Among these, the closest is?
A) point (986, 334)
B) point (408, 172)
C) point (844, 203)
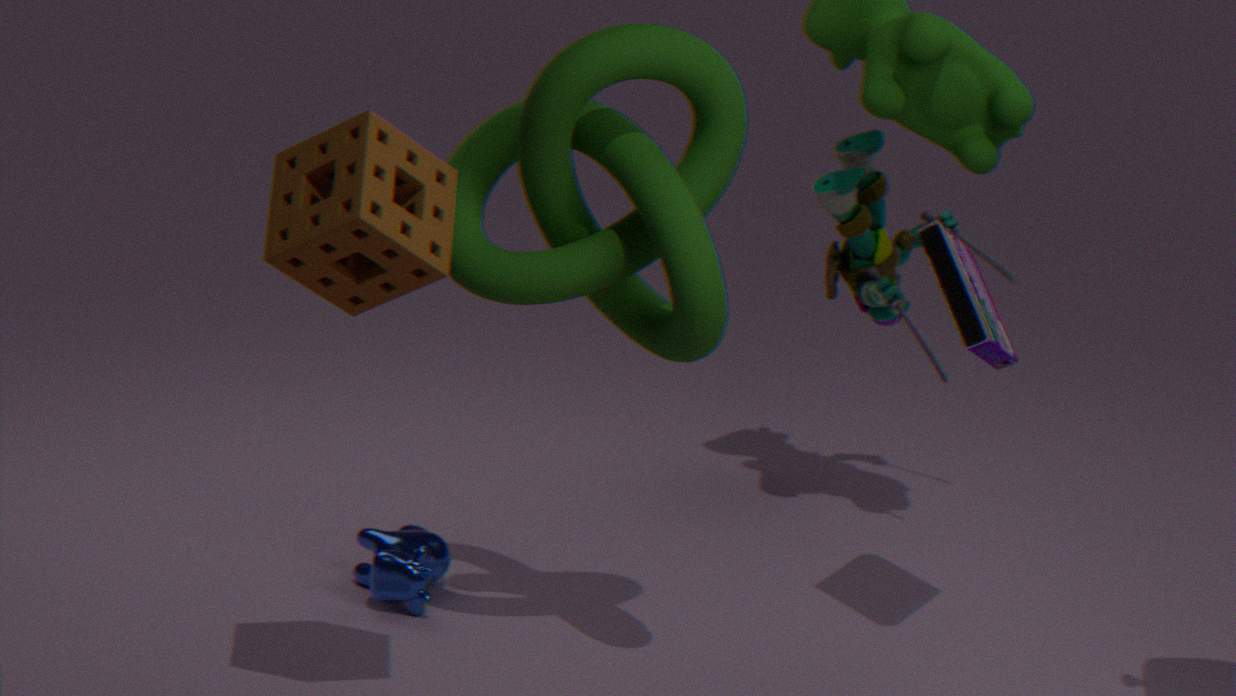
point (408, 172)
